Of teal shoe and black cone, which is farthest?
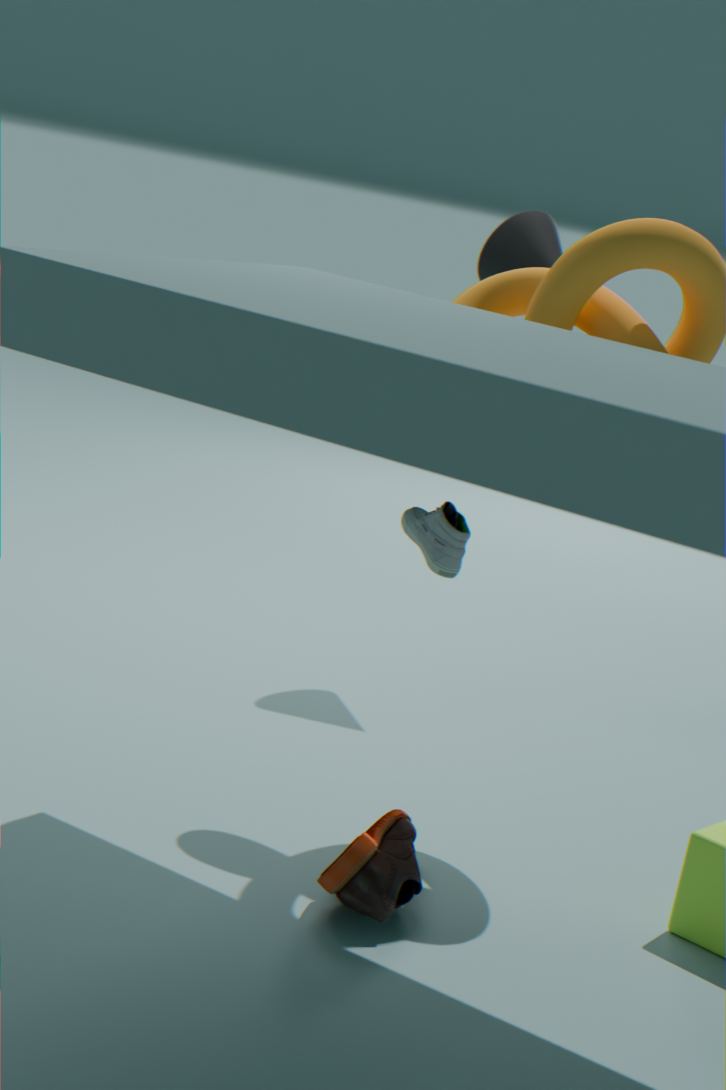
black cone
